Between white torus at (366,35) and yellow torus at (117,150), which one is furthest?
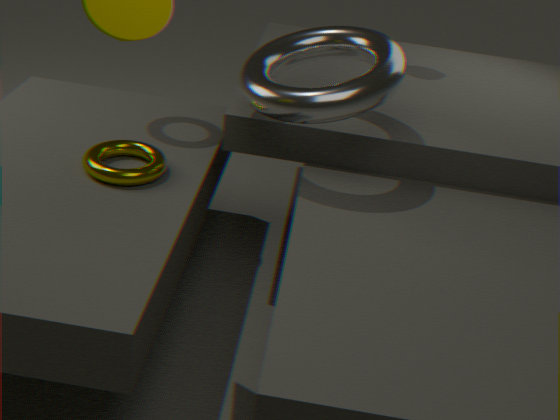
yellow torus at (117,150)
